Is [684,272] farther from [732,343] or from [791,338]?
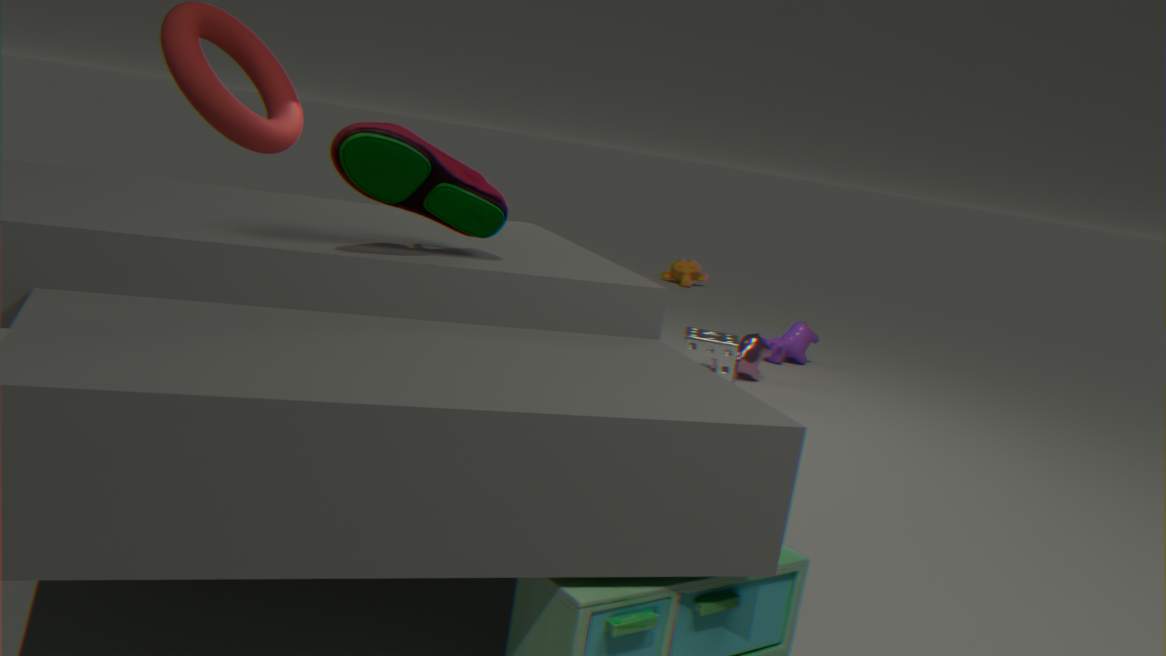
[732,343]
